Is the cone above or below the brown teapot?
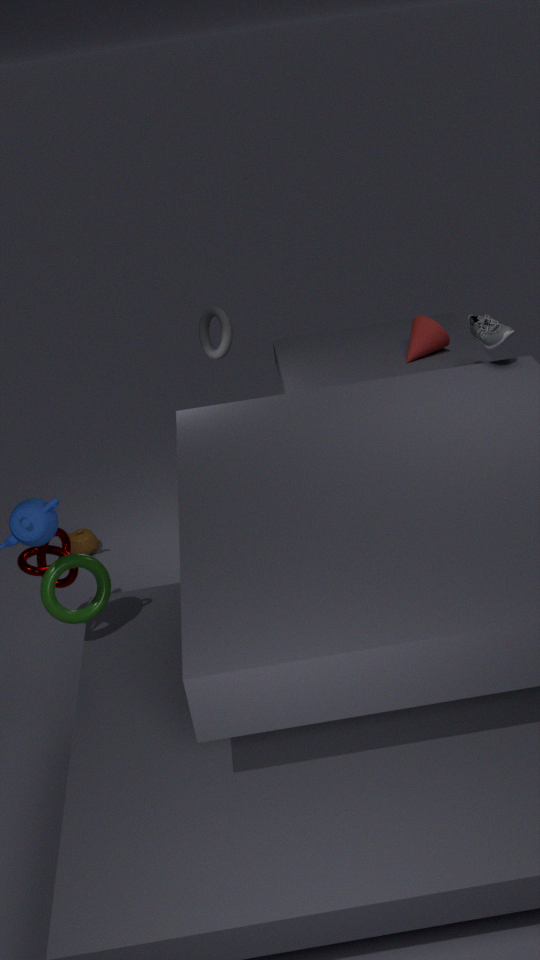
above
